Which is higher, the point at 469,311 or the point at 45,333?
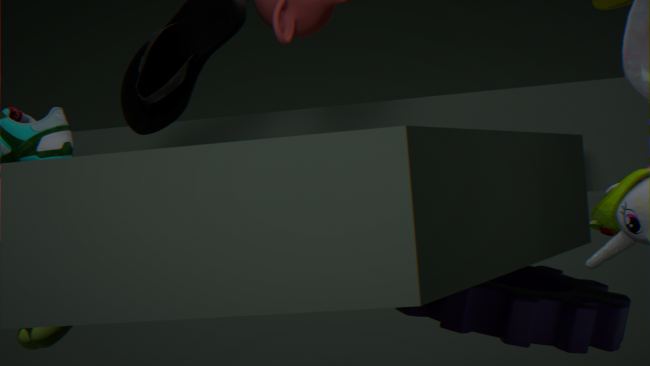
the point at 45,333
